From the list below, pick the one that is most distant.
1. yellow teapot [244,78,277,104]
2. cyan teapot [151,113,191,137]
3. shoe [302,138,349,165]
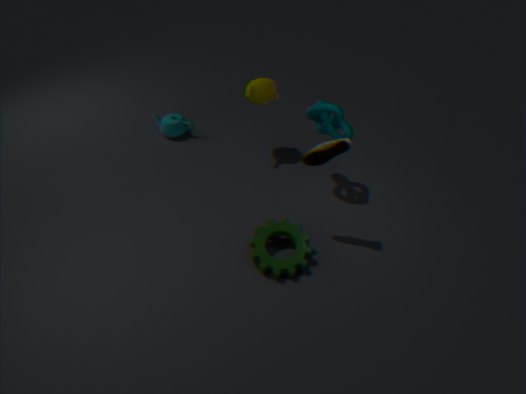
cyan teapot [151,113,191,137]
